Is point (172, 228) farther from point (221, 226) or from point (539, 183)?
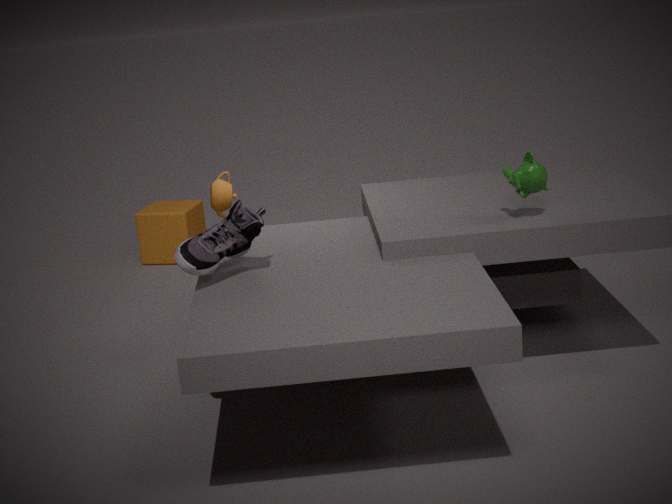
point (539, 183)
